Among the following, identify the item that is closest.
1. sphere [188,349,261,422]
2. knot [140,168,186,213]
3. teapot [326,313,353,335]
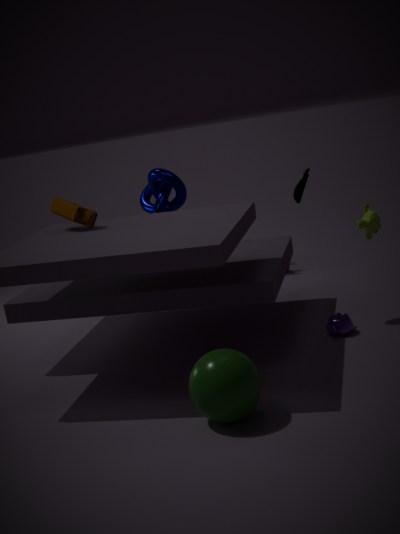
sphere [188,349,261,422]
